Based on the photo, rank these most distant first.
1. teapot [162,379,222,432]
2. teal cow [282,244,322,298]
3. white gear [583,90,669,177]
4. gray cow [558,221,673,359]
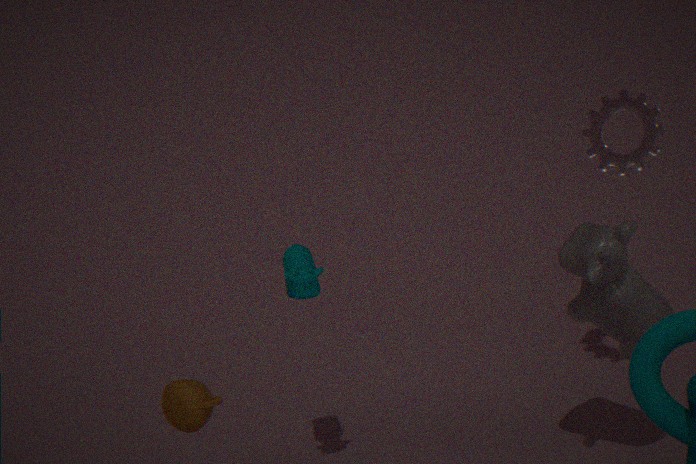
white gear [583,90,669,177] < teal cow [282,244,322,298] < teapot [162,379,222,432] < gray cow [558,221,673,359]
